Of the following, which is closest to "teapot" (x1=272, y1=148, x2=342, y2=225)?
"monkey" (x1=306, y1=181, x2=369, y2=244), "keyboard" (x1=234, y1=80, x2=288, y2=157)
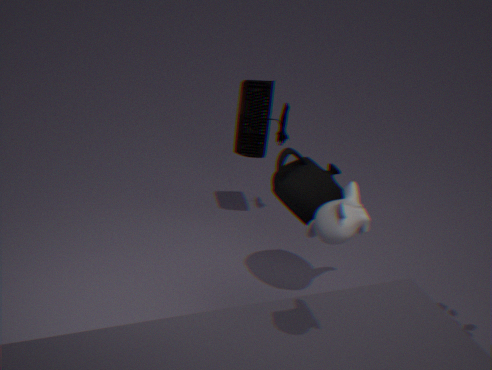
"keyboard" (x1=234, y1=80, x2=288, y2=157)
